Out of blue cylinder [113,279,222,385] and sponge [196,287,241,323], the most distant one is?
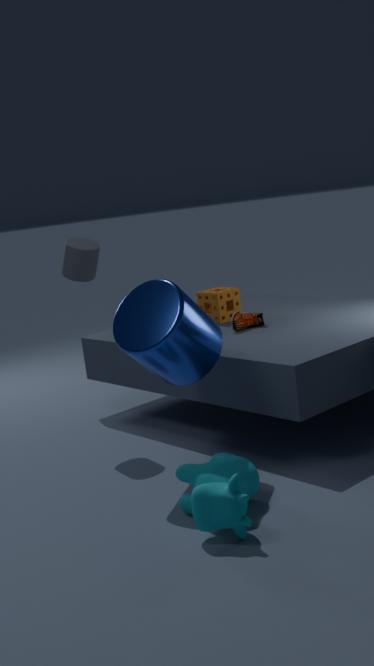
sponge [196,287,241,323]
